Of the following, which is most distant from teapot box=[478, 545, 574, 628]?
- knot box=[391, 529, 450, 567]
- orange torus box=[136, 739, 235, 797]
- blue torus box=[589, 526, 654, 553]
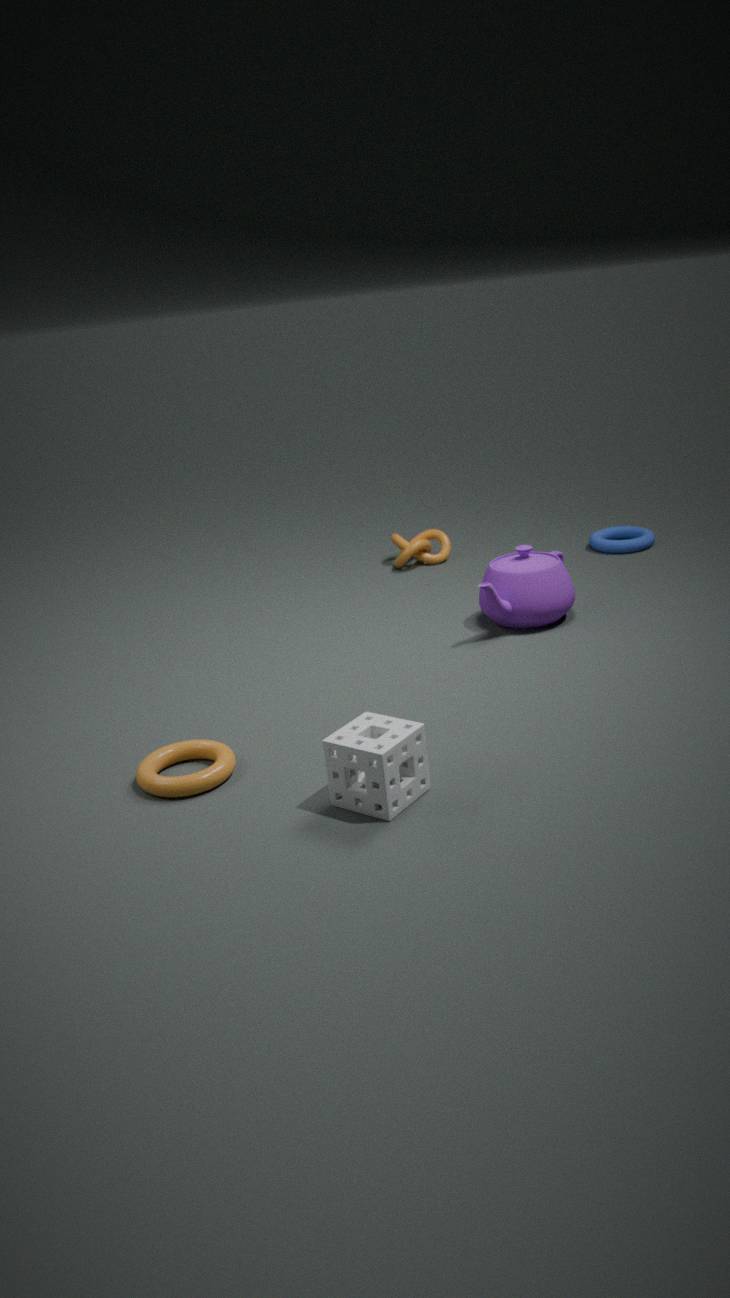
orange torus box=[136, 739, 235, 797]
